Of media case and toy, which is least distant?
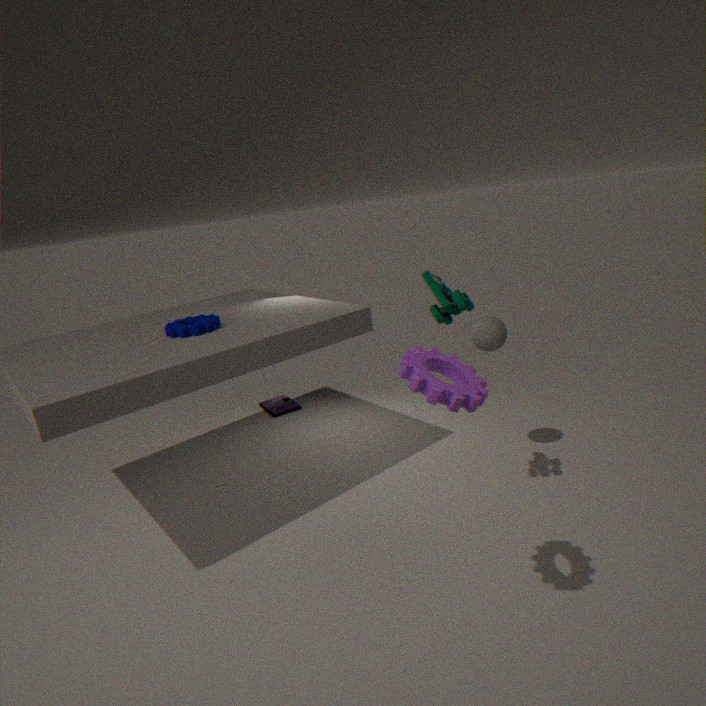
toy
